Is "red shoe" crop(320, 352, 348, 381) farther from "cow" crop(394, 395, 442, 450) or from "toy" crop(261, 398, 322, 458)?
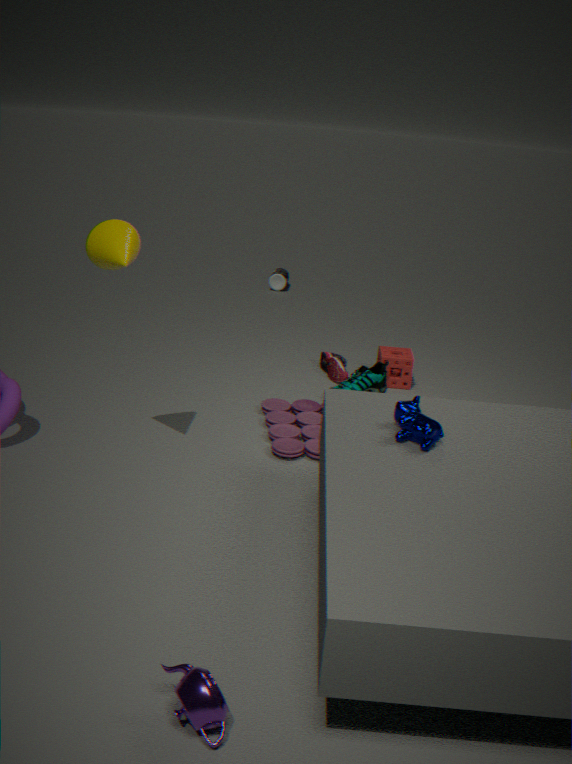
"cow" crop(394, 395, 442, 450)
